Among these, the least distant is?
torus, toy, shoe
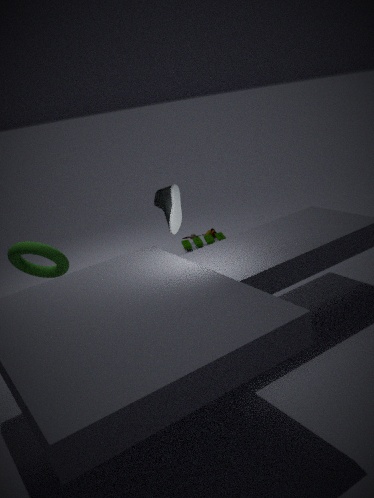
shoe
